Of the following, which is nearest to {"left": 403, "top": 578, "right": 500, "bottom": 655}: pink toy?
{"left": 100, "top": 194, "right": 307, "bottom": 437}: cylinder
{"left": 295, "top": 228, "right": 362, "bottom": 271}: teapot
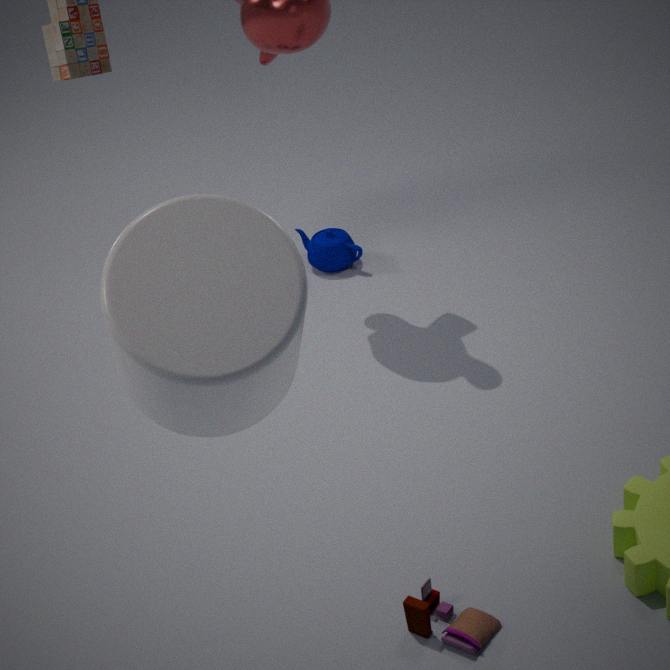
{"left": 100, "top": 194, "right": 307, "bottom": 437}: cylinder
